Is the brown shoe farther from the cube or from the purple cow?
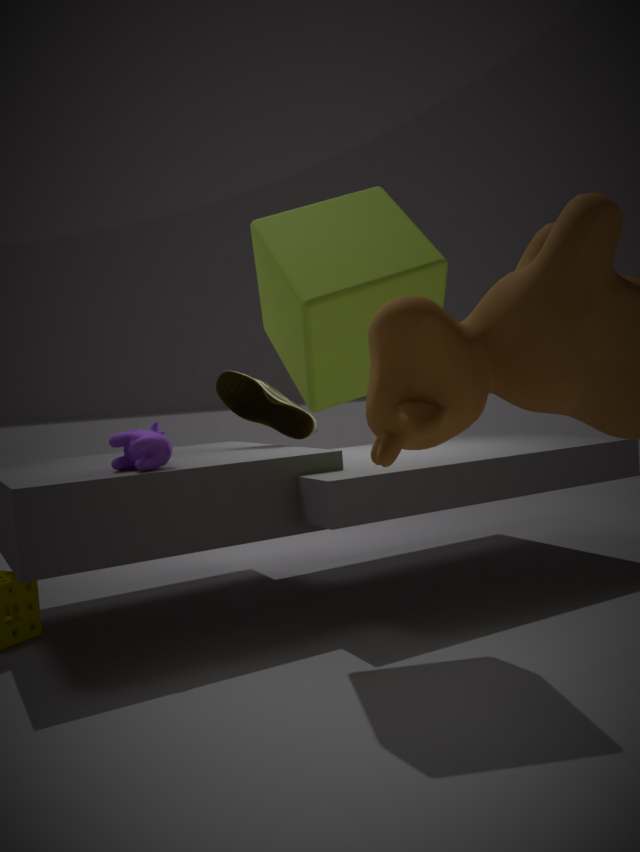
the cube
